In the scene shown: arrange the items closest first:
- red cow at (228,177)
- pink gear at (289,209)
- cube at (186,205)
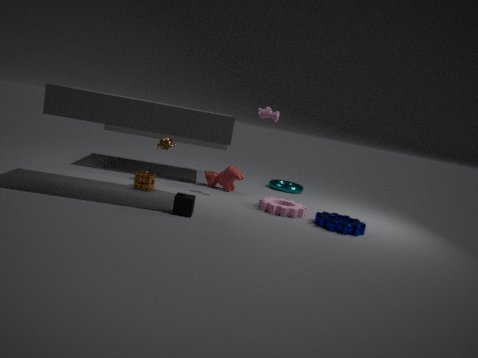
cube at (186,205) → pink gear at (289,209) → red cow at (228,177)
